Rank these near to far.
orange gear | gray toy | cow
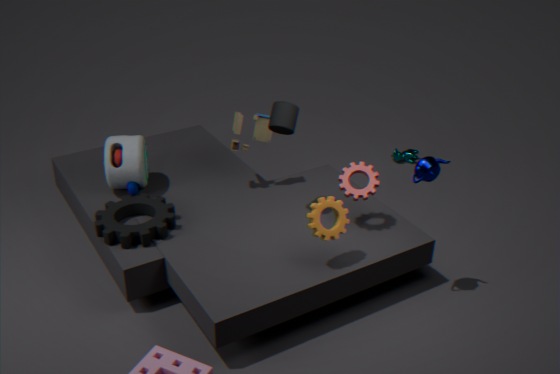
orange gear, gray toy, cow
